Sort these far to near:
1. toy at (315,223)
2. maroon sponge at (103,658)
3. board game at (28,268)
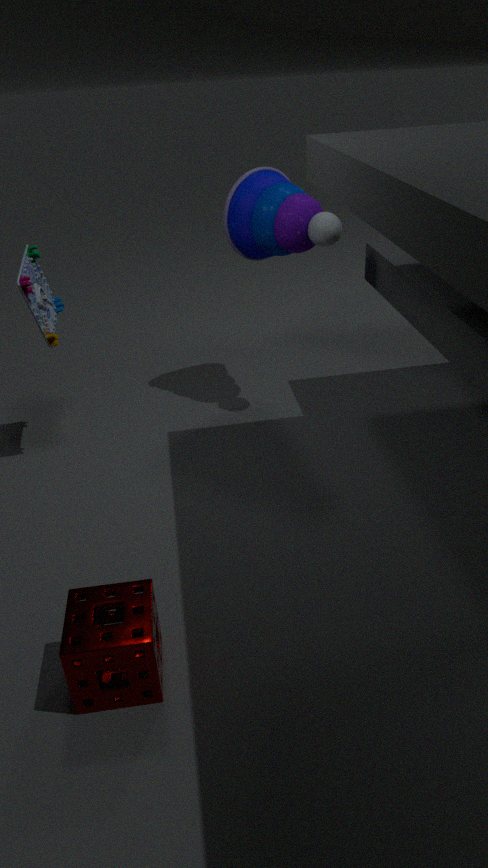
1. toy at (315,223)
2. board game at (28,268)
3. maroon sponge at (103,658)
